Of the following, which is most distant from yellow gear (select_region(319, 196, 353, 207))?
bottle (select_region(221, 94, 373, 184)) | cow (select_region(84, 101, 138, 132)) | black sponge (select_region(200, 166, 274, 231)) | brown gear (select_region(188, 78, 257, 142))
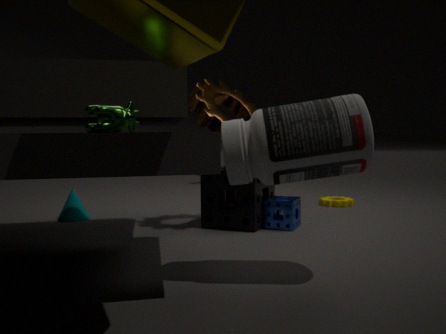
cow (select_region(84, 101, 138, 132))
